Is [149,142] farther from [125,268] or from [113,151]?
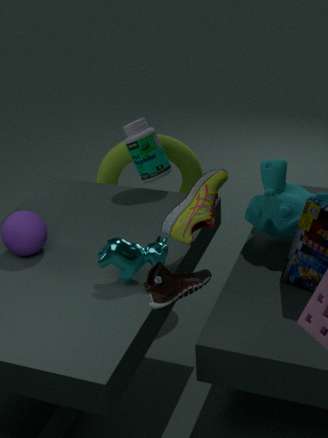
[125,268]
